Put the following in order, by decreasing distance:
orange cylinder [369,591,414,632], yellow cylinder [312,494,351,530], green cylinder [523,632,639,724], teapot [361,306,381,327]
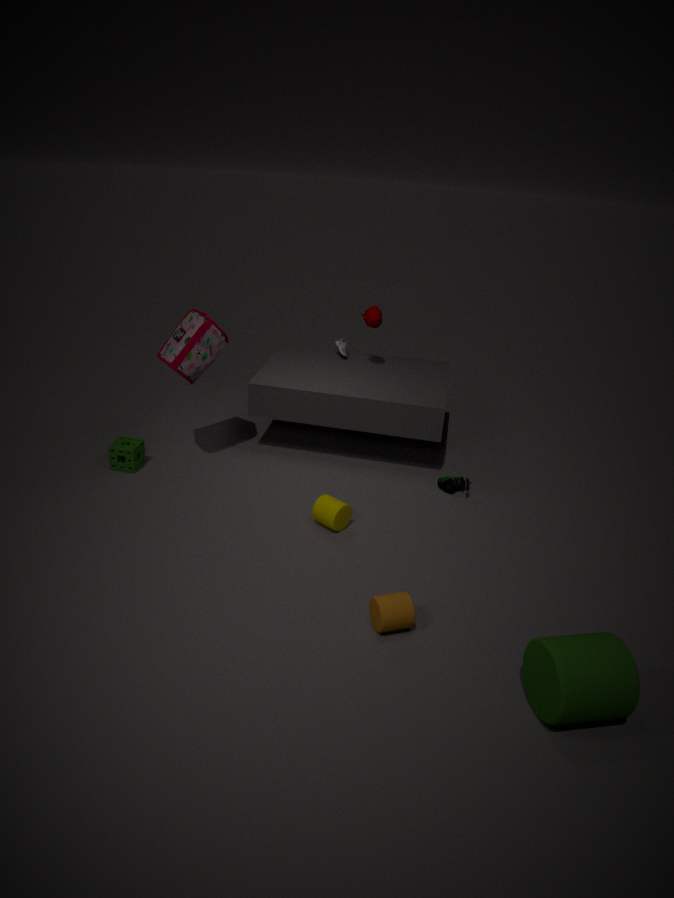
teapot [361,306,381,327], yellow cylinder [312,494,351,530], orange cylinder [369,591,414,632], green cylinder [523,632,639,724]
